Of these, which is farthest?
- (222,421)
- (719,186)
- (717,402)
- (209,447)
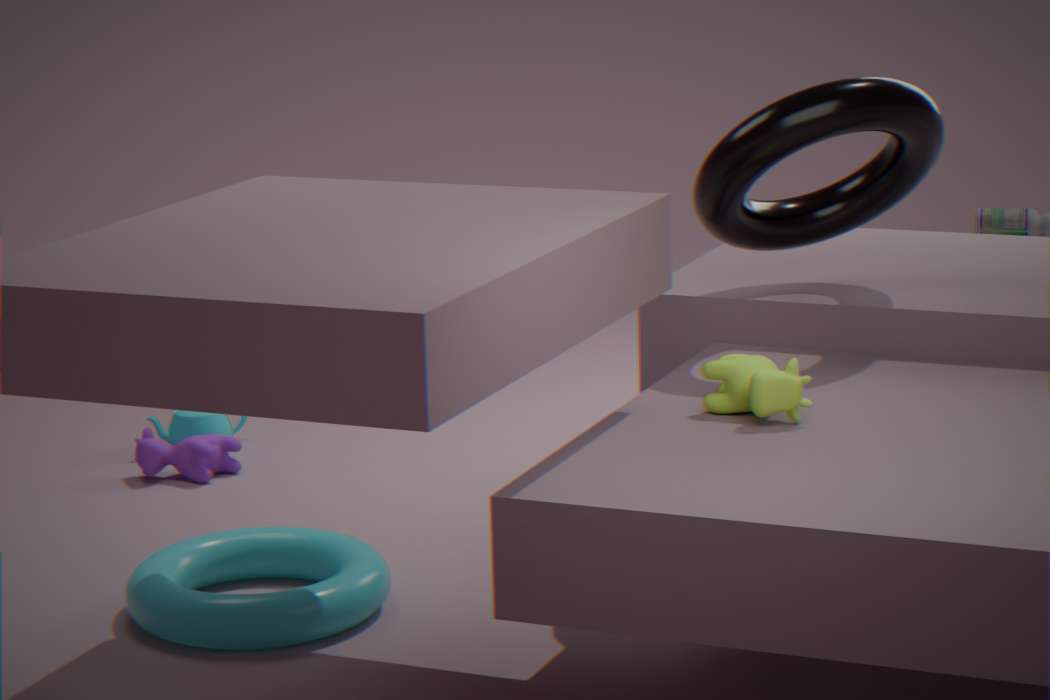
(222,421)
